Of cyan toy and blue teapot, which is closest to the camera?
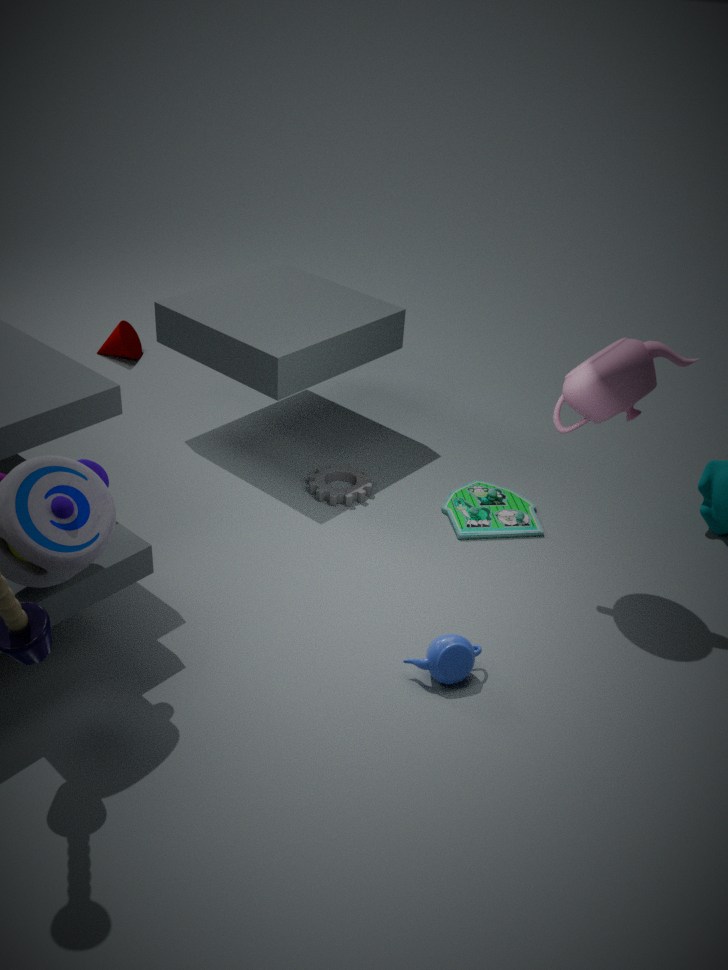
blue teapot
